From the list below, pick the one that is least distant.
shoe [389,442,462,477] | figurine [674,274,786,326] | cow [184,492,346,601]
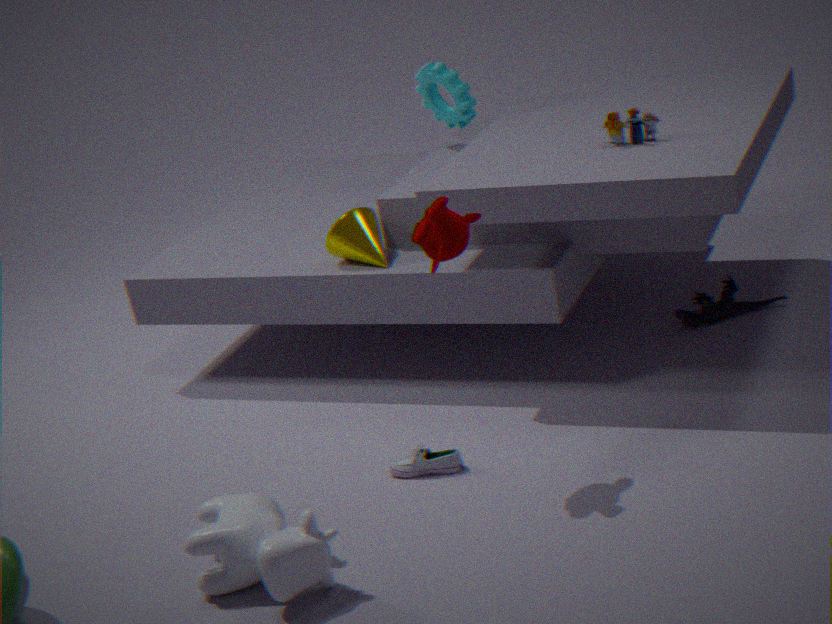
cow [184,492,346,601]
